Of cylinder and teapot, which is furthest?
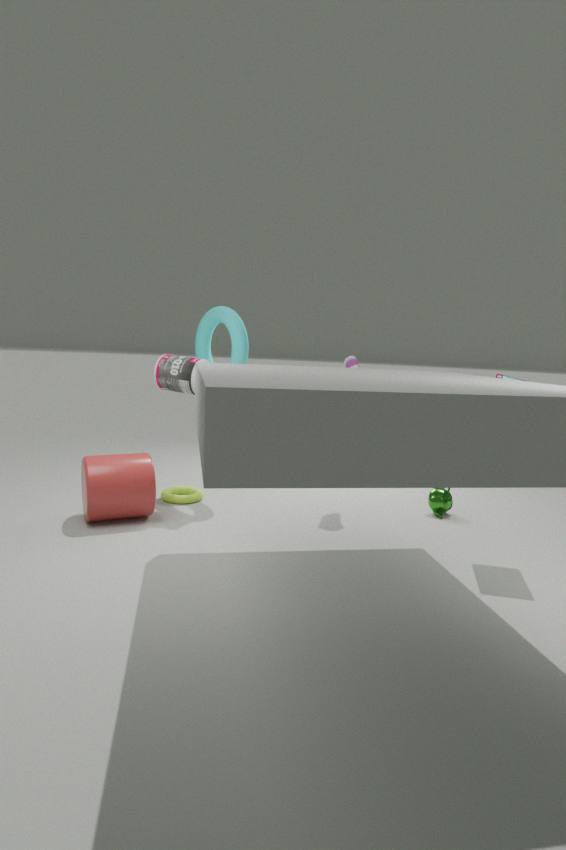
teapot
